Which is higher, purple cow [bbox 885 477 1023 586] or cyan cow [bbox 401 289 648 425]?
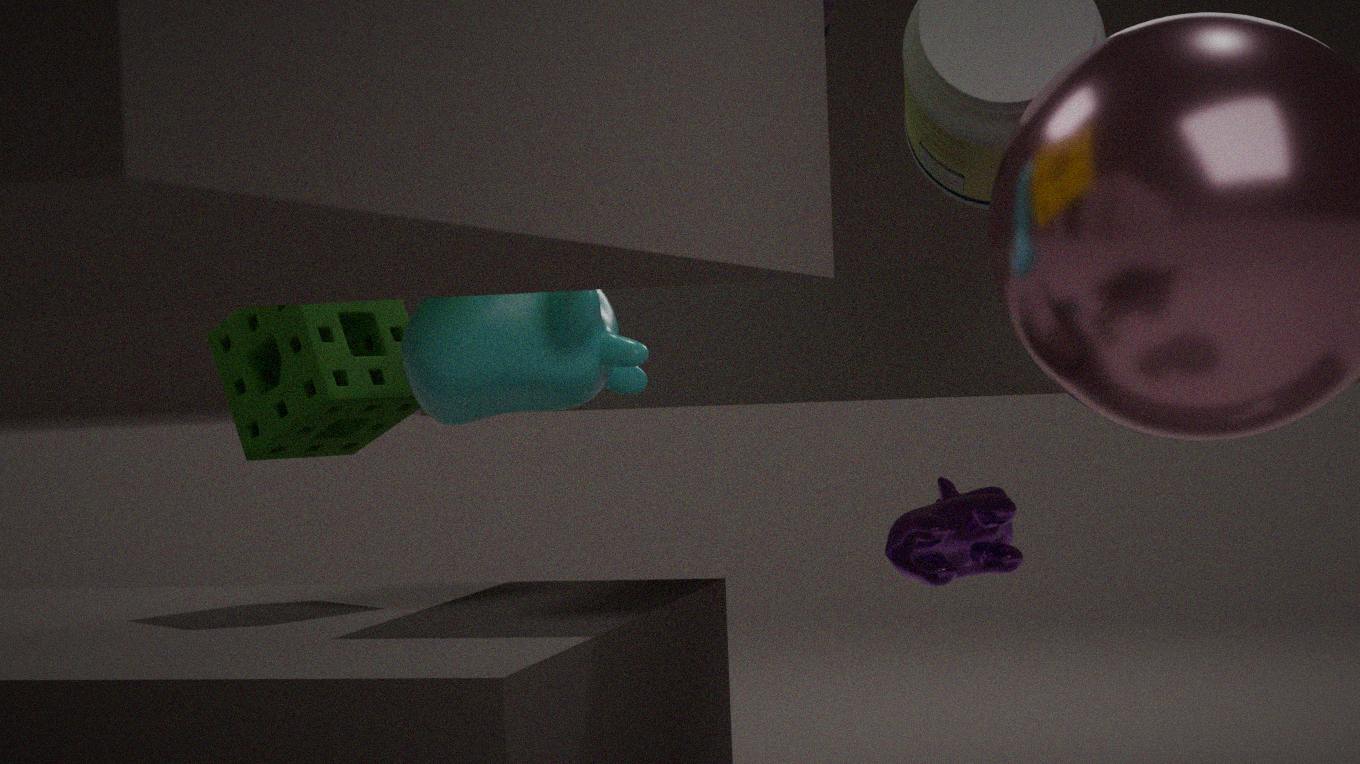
cyan cow [bbox 401 289 648 425]
